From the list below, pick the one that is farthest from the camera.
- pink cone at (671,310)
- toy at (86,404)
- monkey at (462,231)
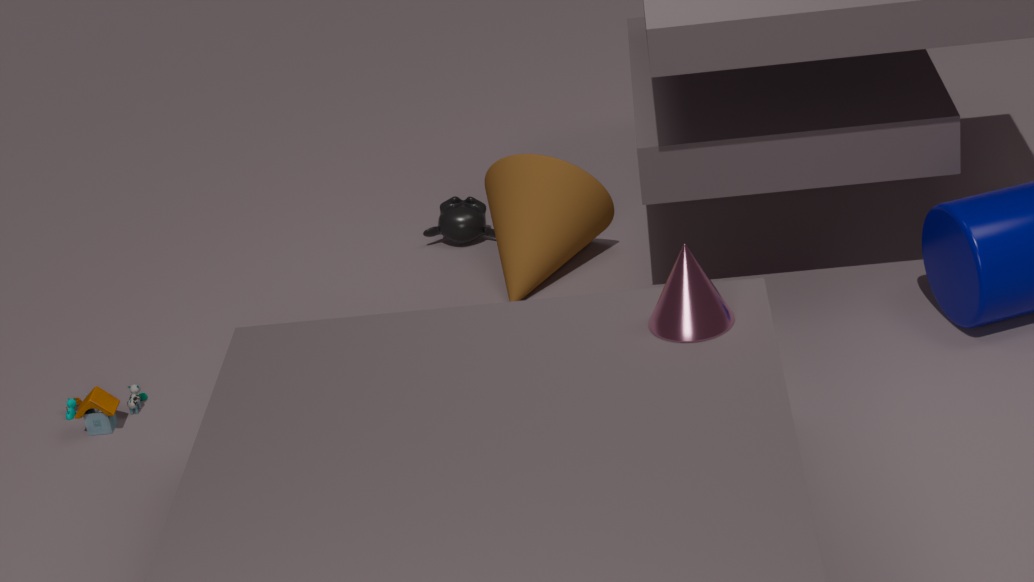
monkey at (462,231)
